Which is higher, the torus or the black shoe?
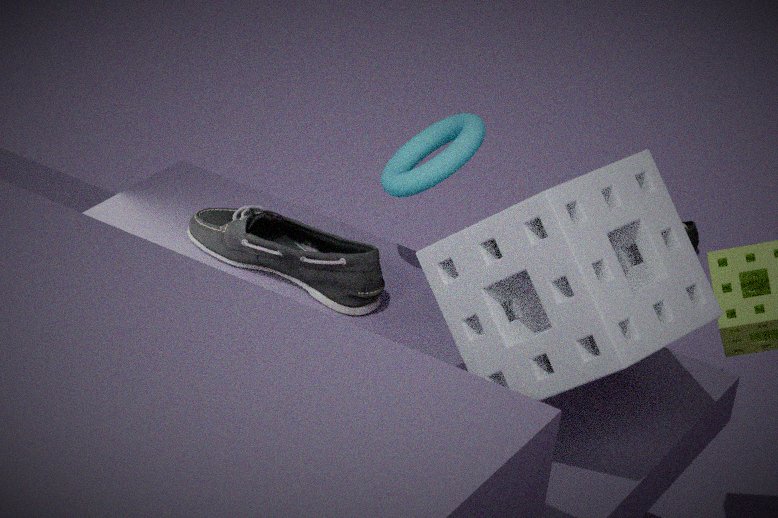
the torus
